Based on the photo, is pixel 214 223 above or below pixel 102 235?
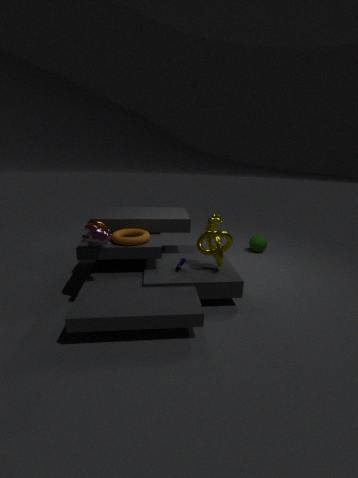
below
